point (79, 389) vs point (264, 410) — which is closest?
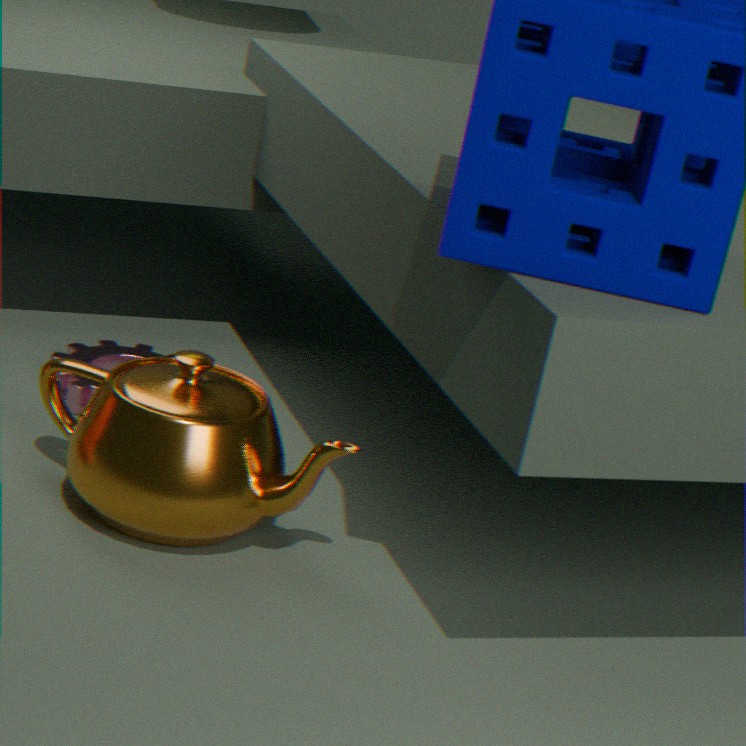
point (264, 410)
